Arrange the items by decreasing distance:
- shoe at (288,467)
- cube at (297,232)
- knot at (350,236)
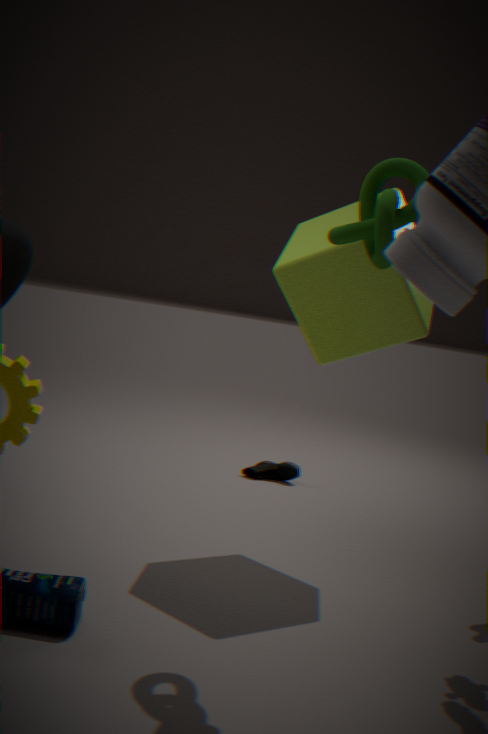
shoe at (288,467) → cube at (297,232) → knot at (350,236)
